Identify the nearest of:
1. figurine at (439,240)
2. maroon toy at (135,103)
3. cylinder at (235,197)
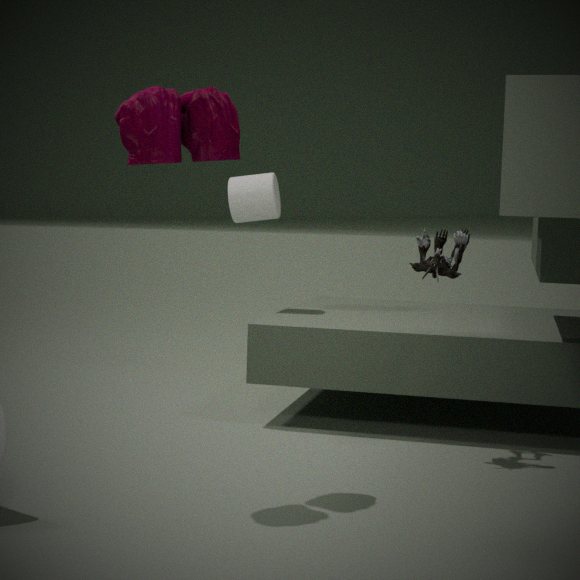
maroon toy at (135,103)
